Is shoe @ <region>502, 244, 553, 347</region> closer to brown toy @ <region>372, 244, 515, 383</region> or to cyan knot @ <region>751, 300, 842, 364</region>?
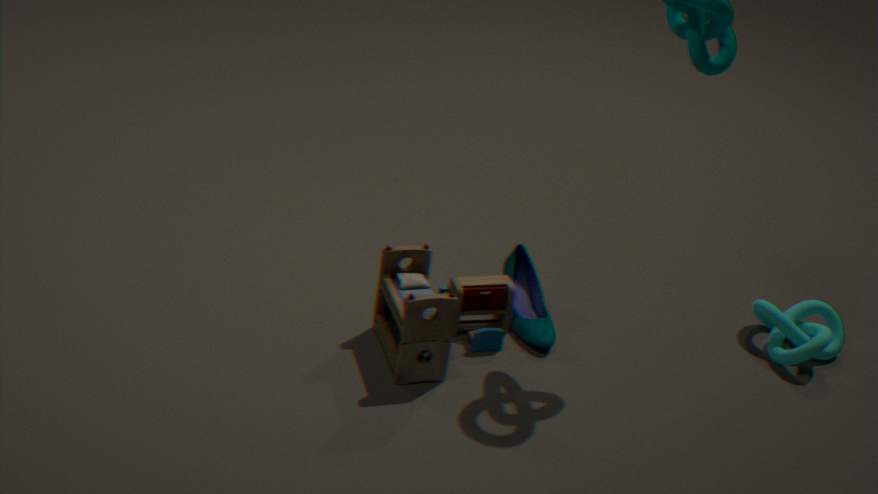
brown toy @ <region>372, 244, 515, 383</region>
